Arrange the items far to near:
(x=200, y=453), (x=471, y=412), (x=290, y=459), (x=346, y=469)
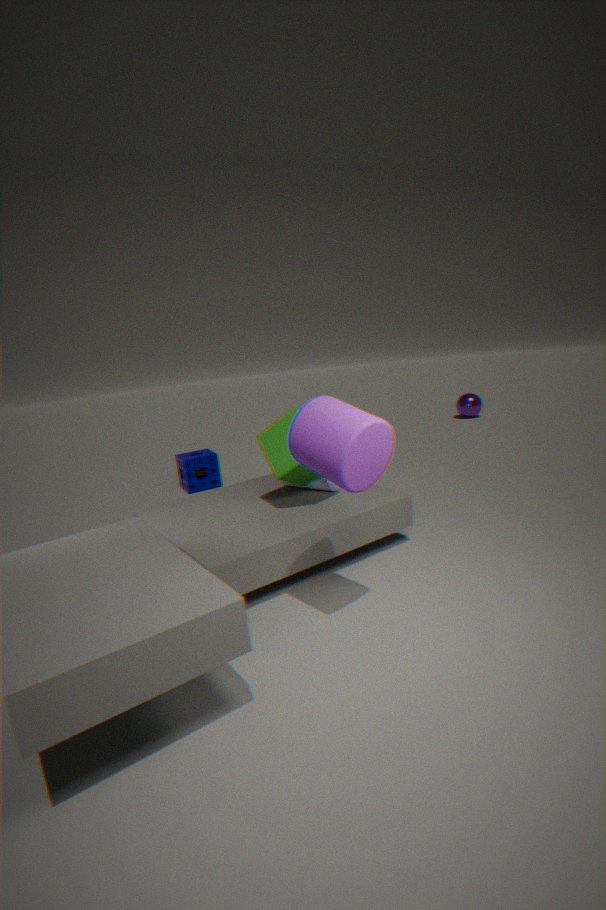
(x=471, y=412) < (x=200, y=453) < (x=290, y=459) < (x=346, y=469)
